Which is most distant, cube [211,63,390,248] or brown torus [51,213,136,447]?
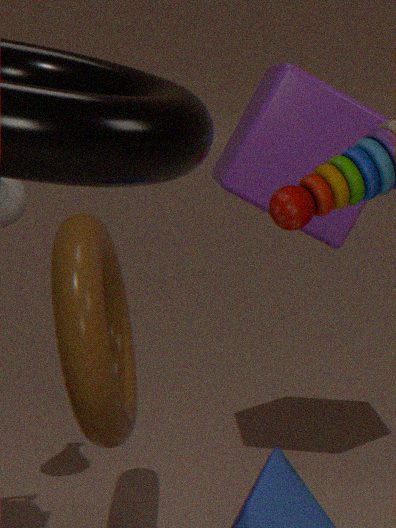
cube [211,63,390,248]
